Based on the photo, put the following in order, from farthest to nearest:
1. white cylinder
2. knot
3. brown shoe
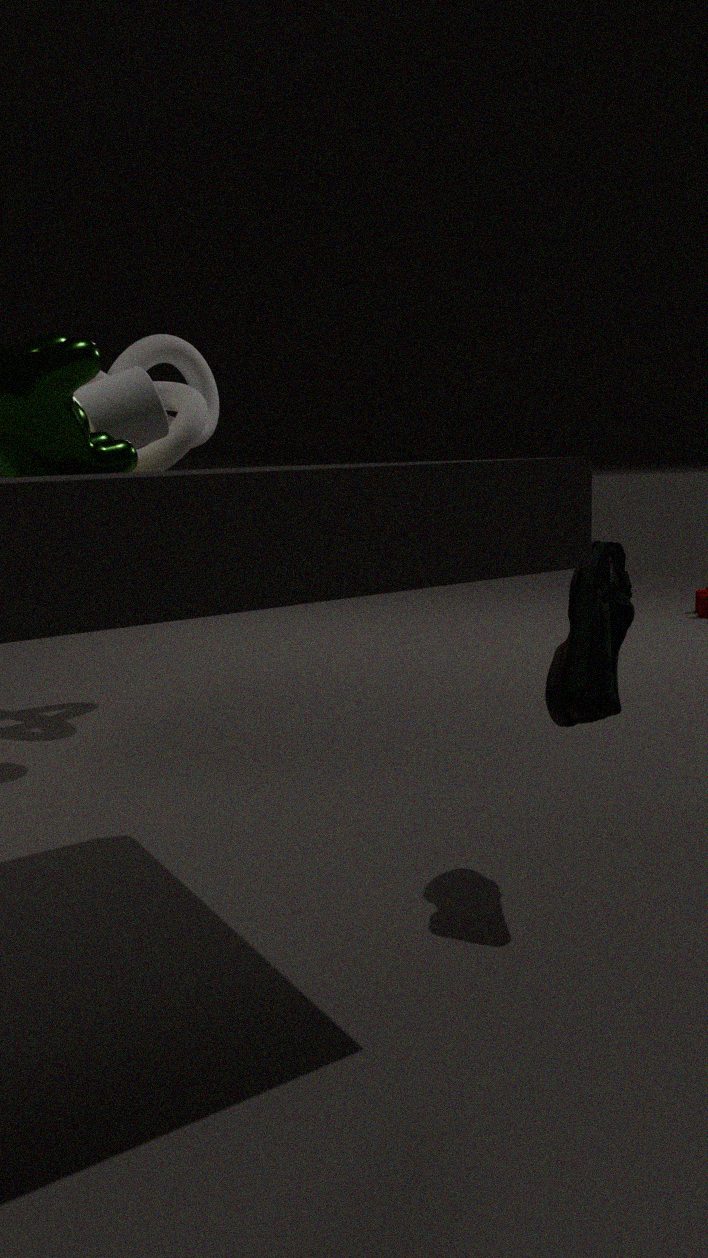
knot < white cylinder < brown shoe
